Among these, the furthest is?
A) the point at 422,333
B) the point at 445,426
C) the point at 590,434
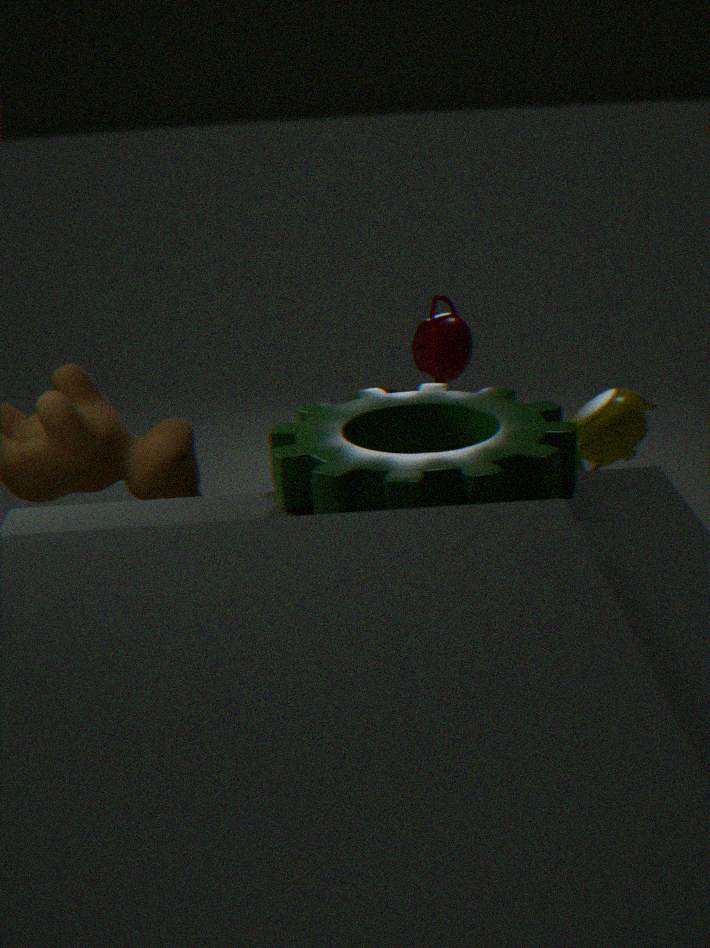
the point at 422,333
